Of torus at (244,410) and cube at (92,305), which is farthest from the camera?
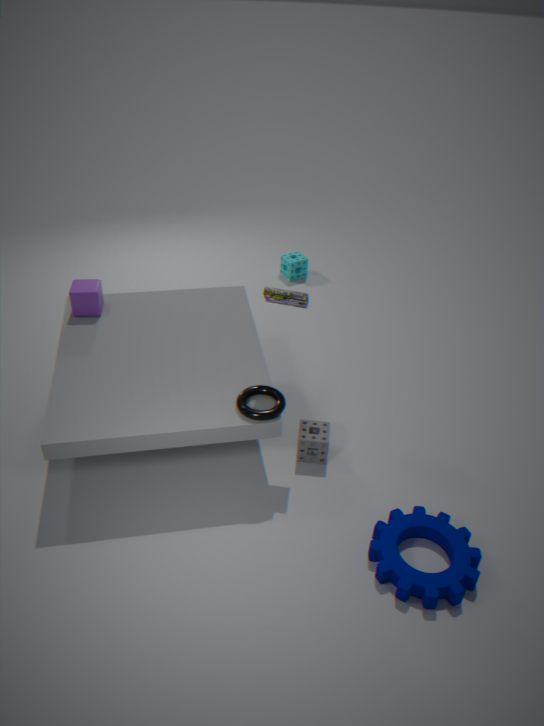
cube at (92,305)
